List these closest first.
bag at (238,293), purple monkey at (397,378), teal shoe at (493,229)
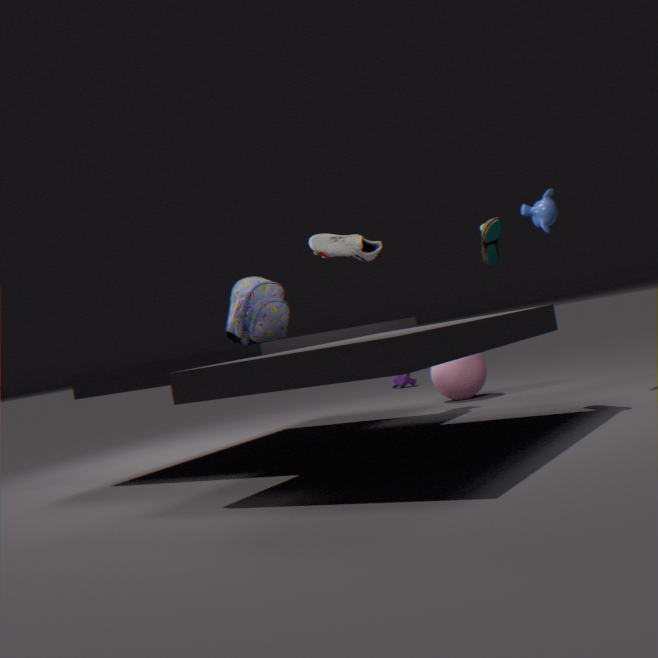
teal shoe at (493,229), bag at (238,293), purple monkey at (397,378)
